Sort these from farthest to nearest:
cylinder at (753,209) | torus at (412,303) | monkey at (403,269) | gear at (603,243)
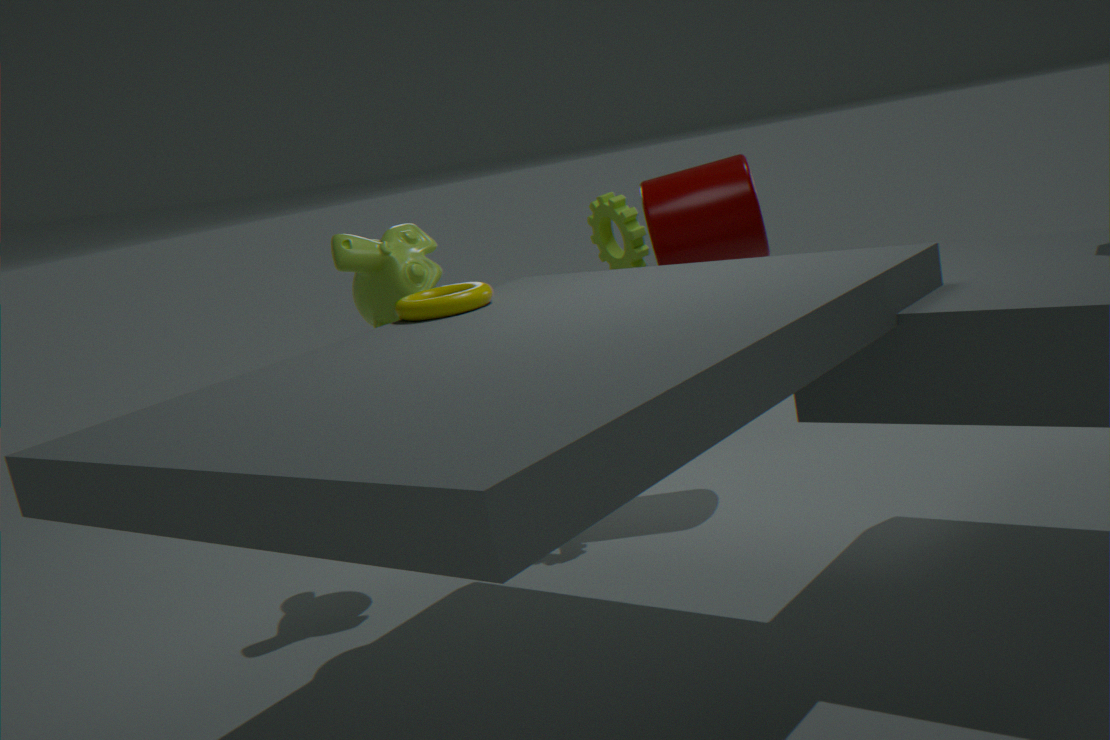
cylinder at (753,209)
gear at (603,243)
monkey at (403,269)
torus at (412,303)
